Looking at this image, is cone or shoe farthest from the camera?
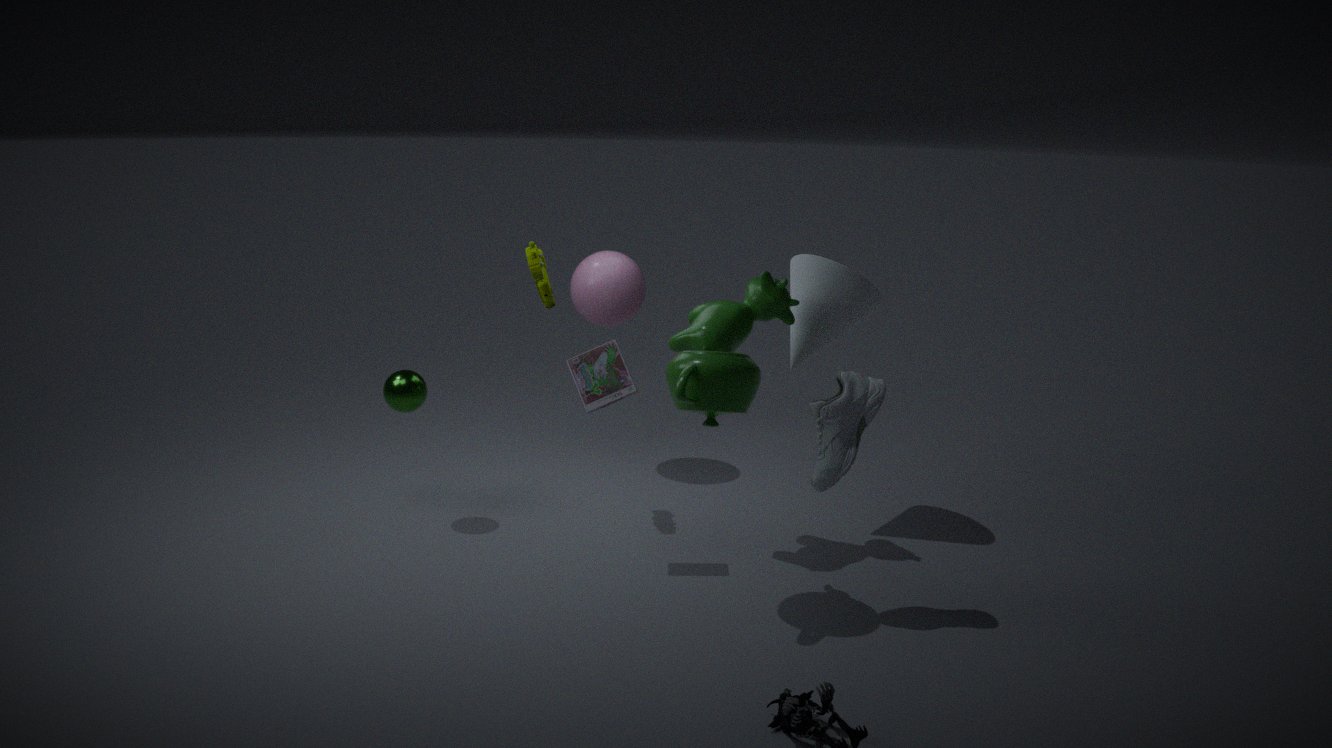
cone
